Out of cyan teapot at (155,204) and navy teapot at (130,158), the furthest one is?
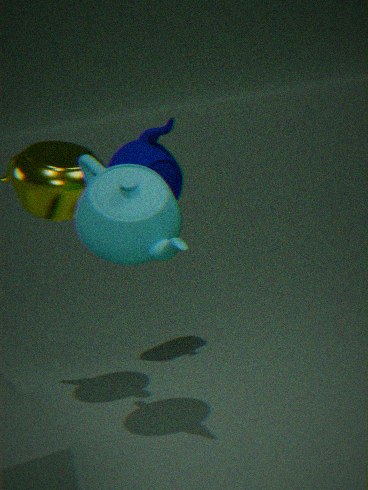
navy teapot at (130,158)
